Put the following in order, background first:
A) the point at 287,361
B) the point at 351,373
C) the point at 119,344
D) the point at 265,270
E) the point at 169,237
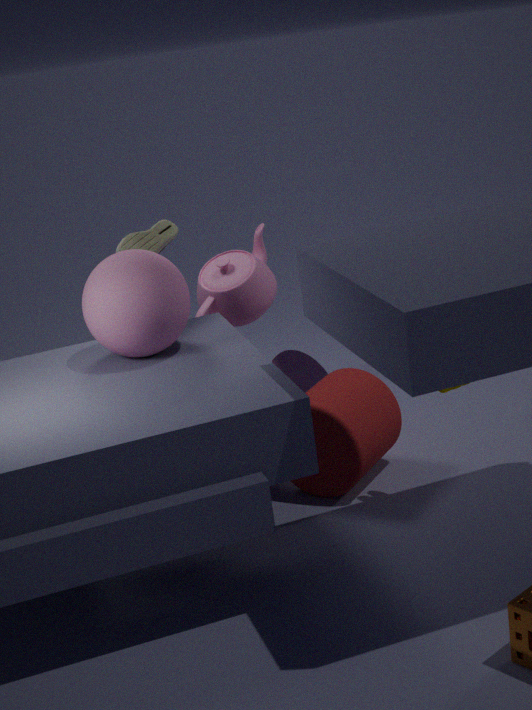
the point at 265,270 → the point at 287,361 → the point at 351,373 → the point at 169,237 → the point at 119,344
